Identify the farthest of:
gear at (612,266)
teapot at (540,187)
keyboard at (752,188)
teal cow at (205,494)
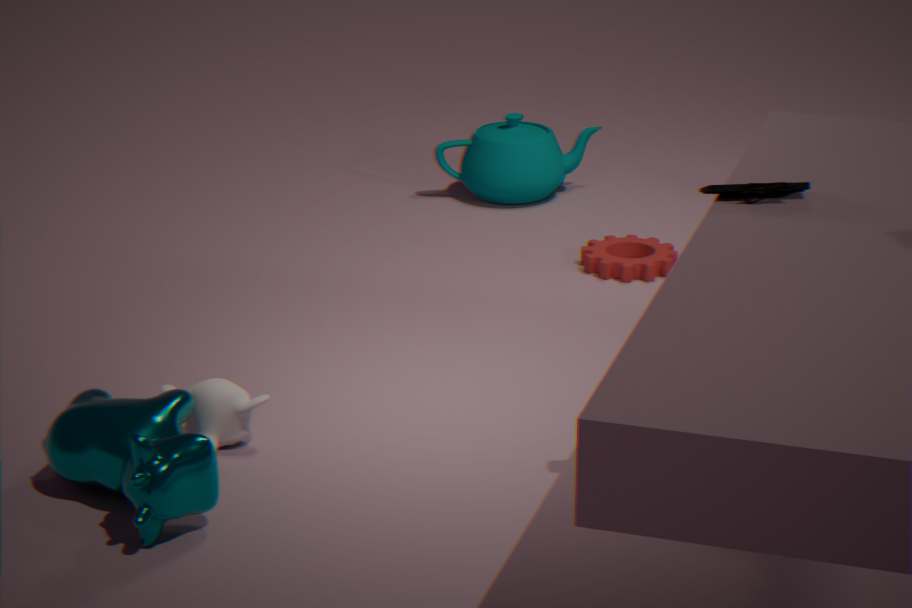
teapot at (540,187)
